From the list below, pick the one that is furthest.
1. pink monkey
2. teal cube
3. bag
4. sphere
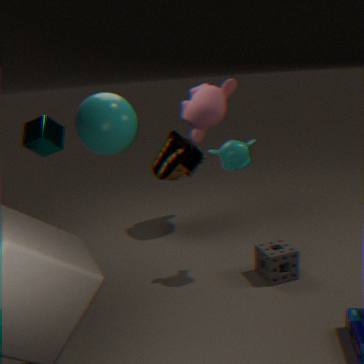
bag
